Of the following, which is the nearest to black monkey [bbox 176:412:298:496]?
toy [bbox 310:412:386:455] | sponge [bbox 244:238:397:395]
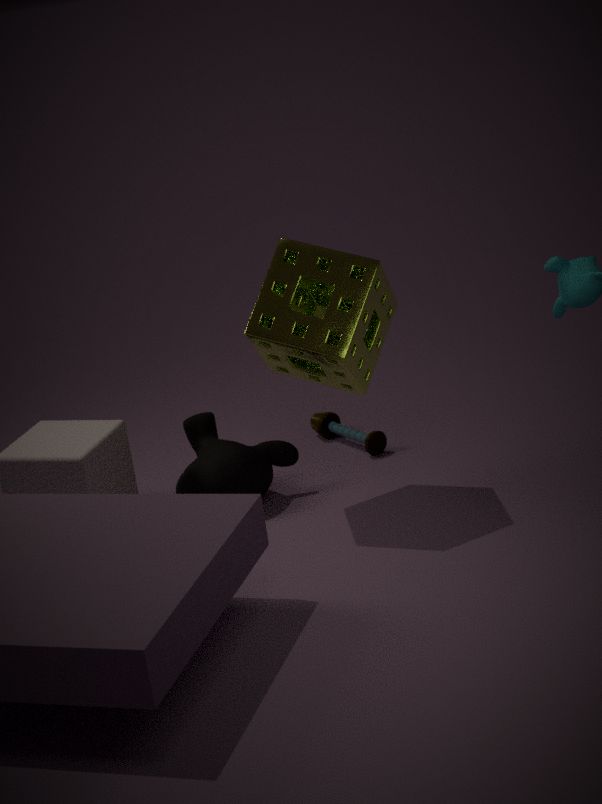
sponge [bbox 244:238:397:395]
